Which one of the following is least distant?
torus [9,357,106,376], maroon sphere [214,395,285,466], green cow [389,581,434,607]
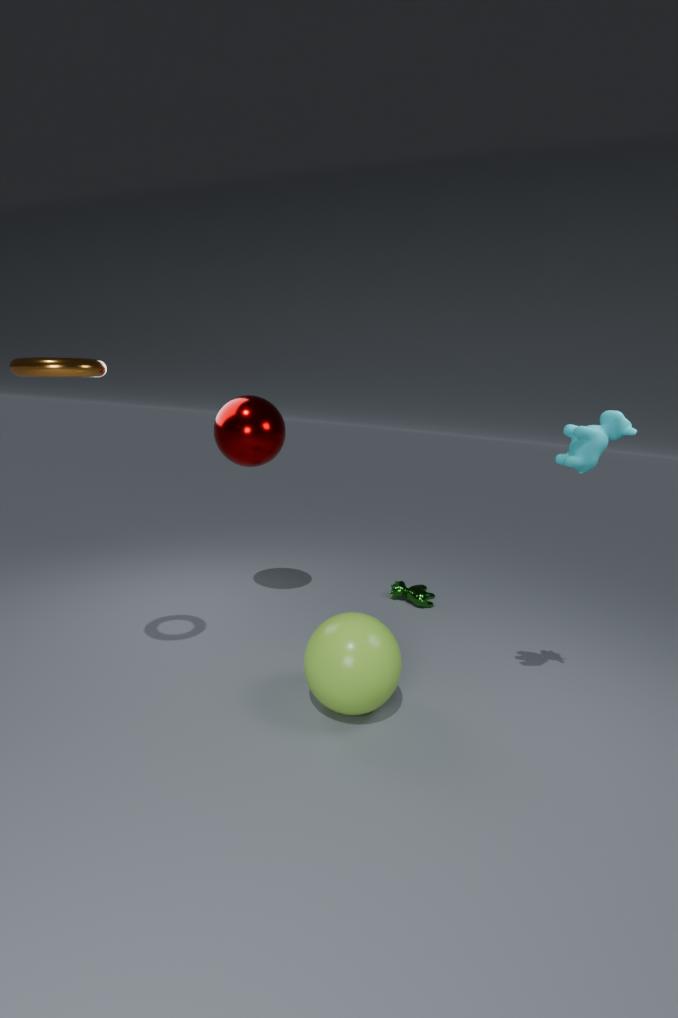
torus [9,357,106,376]
